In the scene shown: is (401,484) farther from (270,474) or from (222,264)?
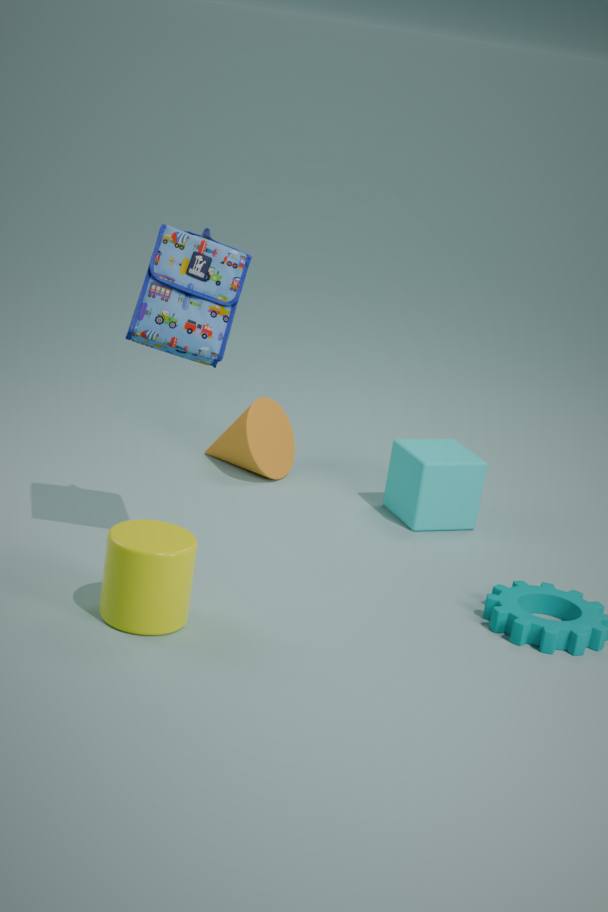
(222,264)
